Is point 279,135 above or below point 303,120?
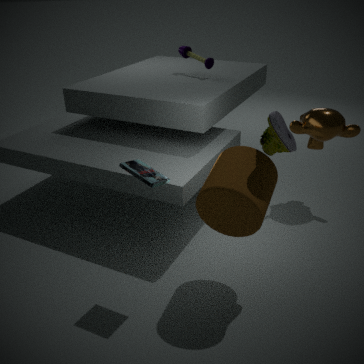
above
